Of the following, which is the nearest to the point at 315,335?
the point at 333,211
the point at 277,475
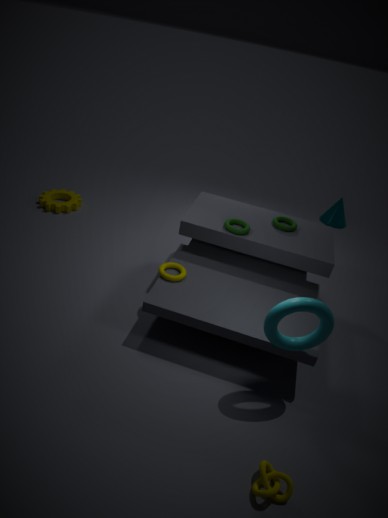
the point at 277,475
